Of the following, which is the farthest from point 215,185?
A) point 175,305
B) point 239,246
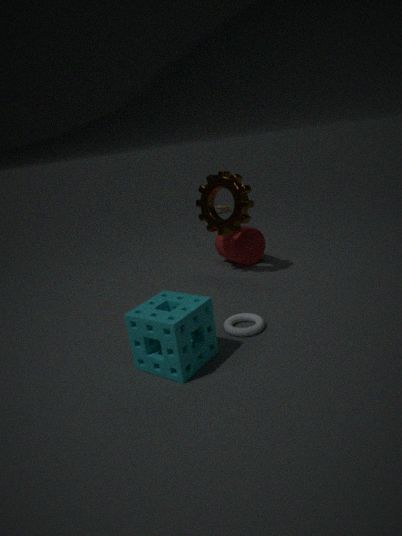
point 175,305
